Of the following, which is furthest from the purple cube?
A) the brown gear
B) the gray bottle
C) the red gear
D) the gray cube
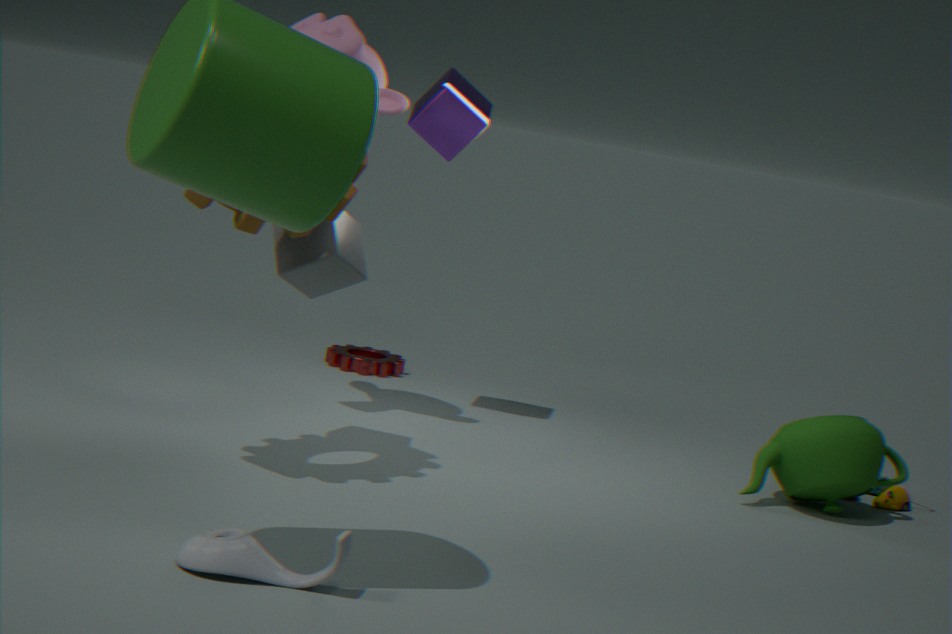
the gray bottle
